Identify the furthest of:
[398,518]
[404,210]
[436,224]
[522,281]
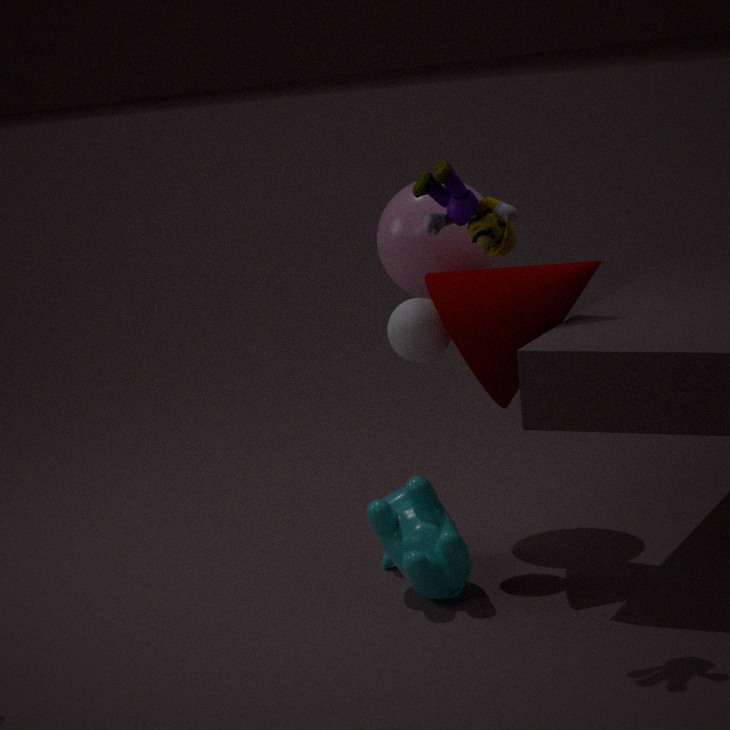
[404,210]
